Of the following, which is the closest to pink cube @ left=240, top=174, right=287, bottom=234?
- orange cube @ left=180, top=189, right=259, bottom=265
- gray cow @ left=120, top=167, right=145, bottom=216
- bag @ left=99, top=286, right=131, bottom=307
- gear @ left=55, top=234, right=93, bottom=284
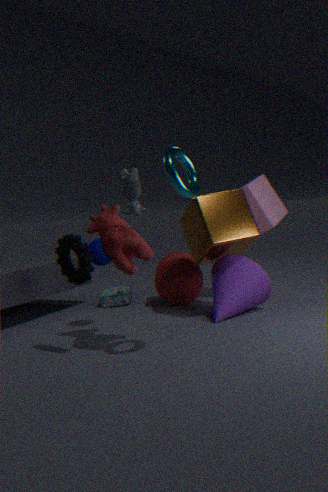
orange cube @ left=180, top=189, right=259, bottom=265
